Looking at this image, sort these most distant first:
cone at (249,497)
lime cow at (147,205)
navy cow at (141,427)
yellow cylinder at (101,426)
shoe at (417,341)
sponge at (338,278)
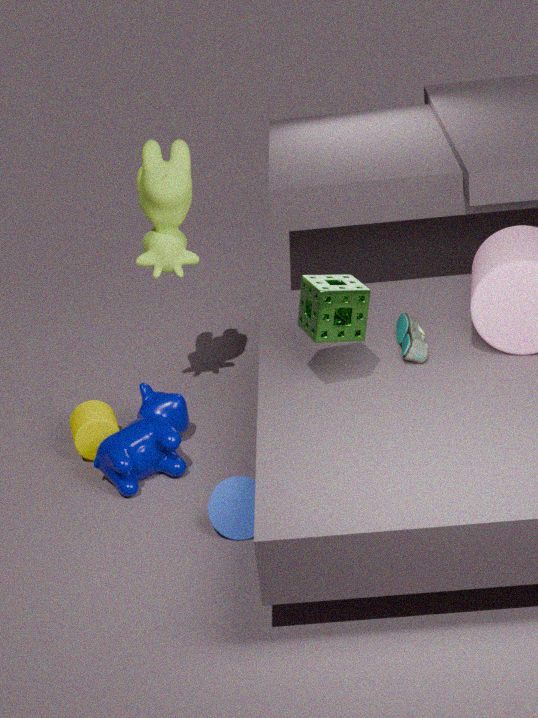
1. yellow cylinder at (101,426)
2. lime cow at (147,205)
3. navy cow at (141,427)
4. shoe at (417,341)
5. cone at (249,497)
6. sponge at (338,278)
